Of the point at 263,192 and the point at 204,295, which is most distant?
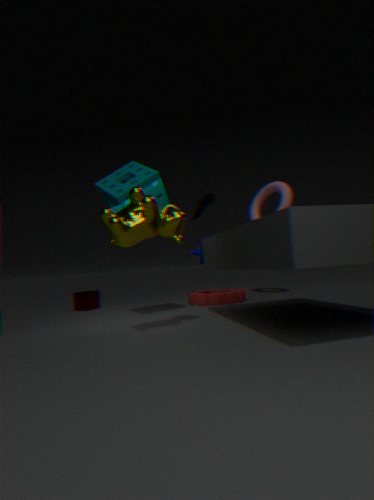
the point at 263,192
